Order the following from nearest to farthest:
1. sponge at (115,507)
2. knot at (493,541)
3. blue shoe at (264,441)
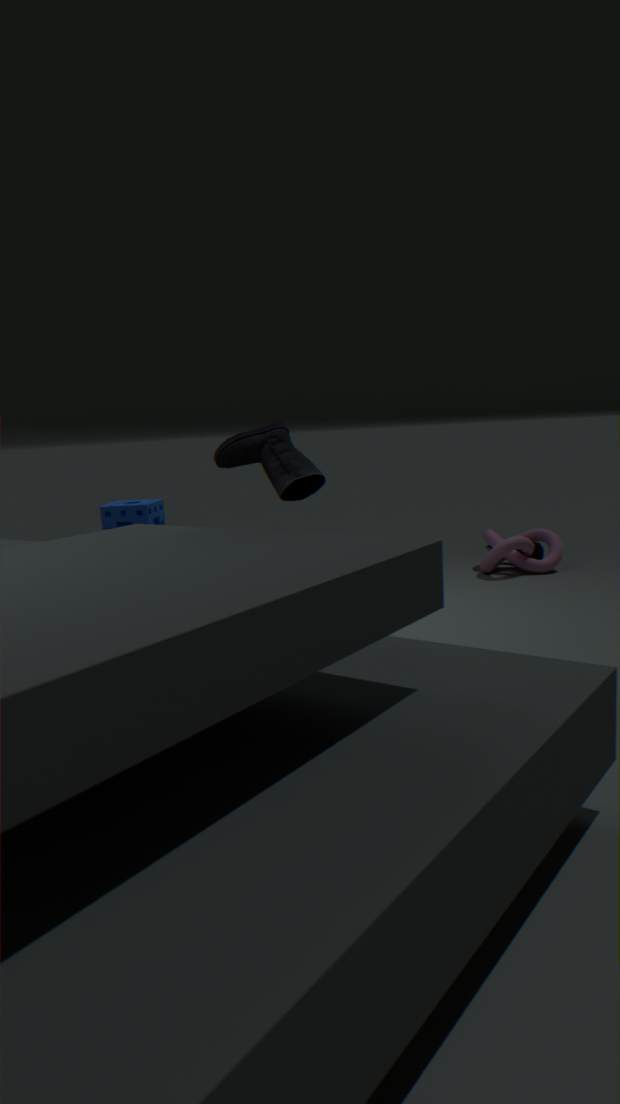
blue shoe at (264,441) < sponge at (115,507) < knot at (493,541)
